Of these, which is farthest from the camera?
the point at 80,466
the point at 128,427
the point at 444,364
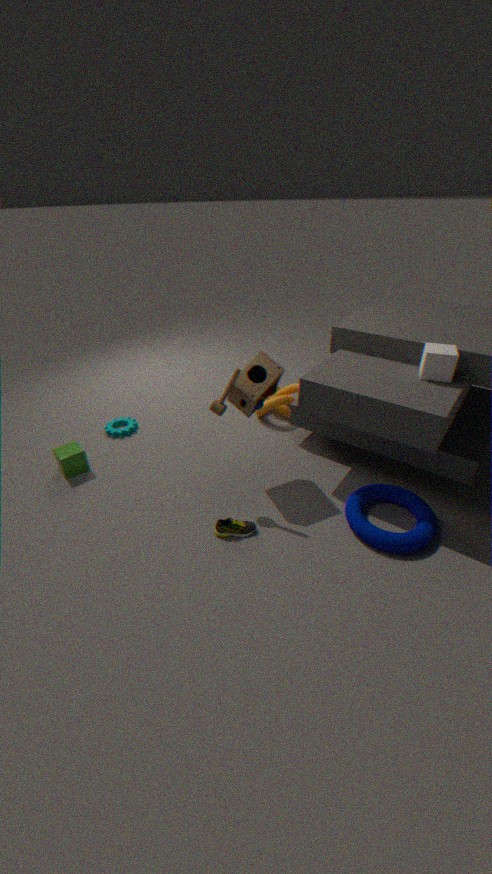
the point at 128,427
